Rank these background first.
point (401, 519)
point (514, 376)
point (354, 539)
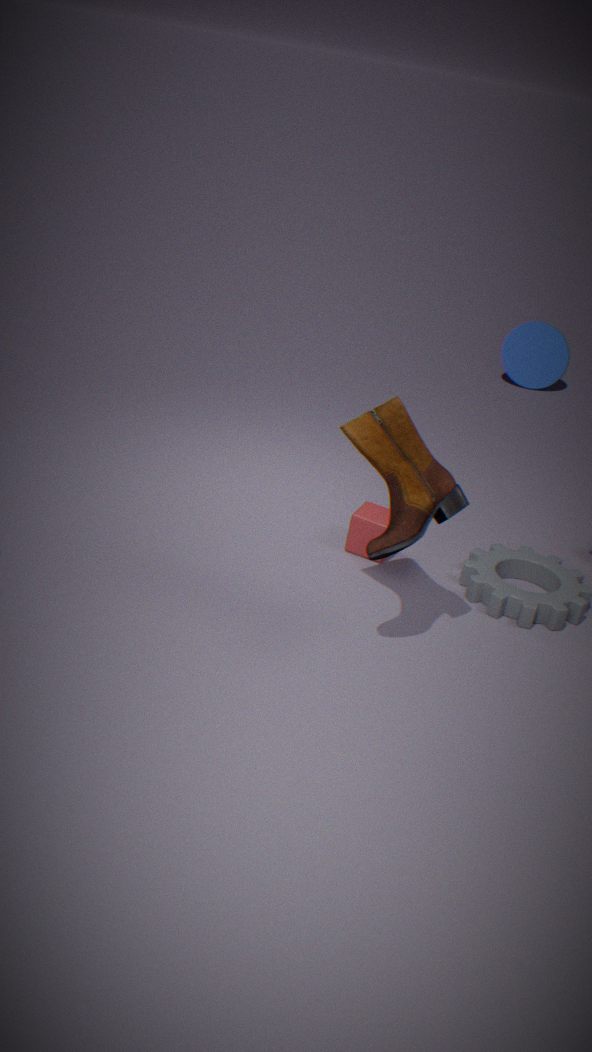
point (514, 376) < point (354, 539) < point (401, 519)
